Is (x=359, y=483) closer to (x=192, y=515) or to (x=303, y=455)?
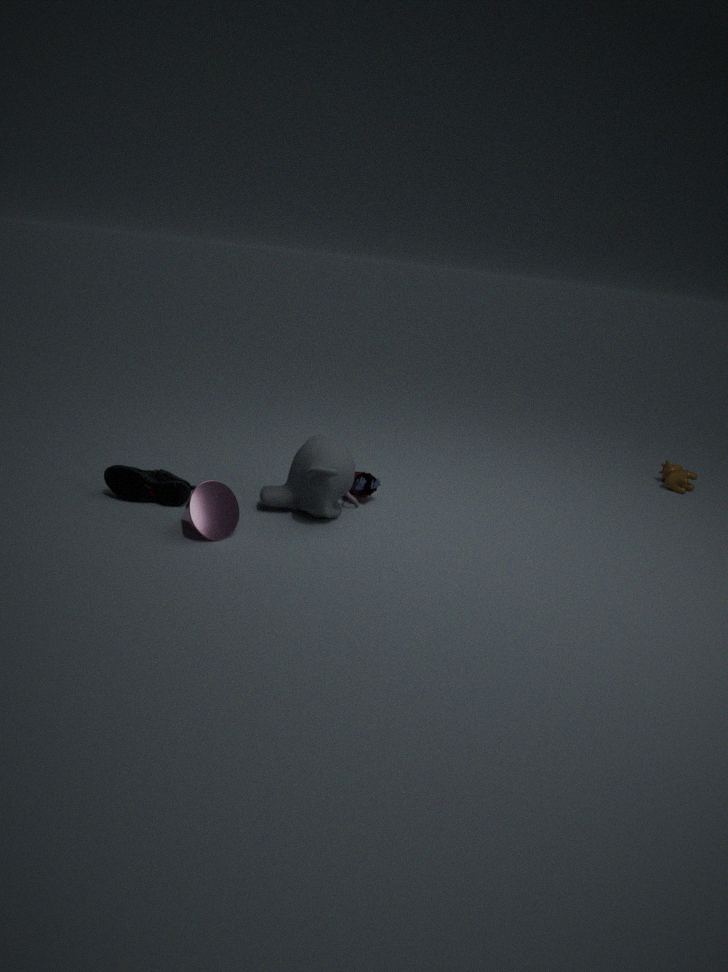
(x=303, y=455)
